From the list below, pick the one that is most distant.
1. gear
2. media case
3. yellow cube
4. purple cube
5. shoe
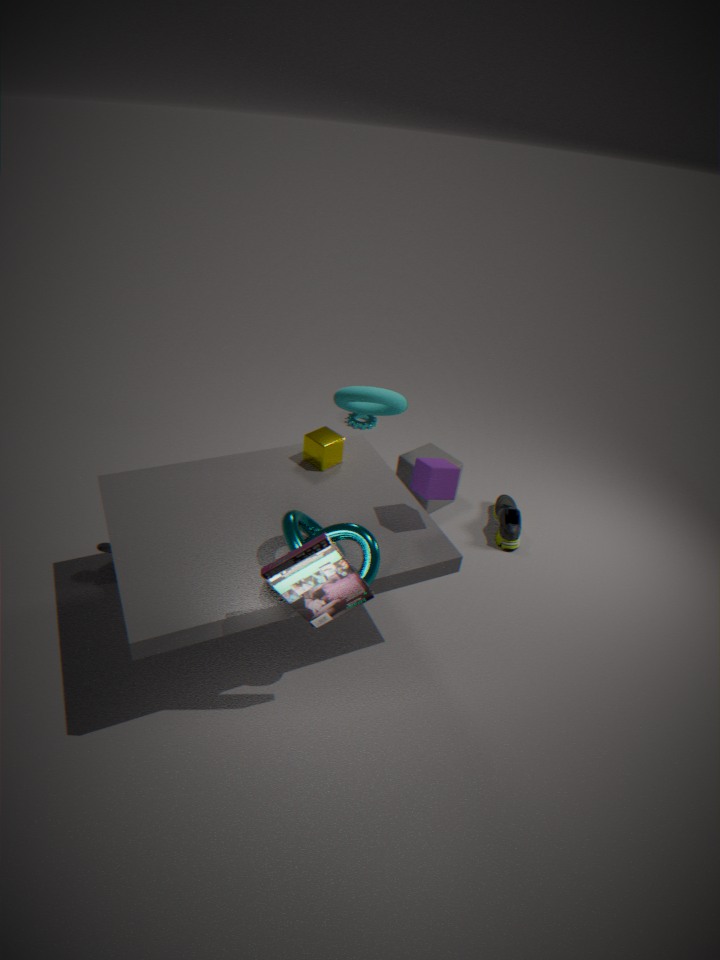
gear
